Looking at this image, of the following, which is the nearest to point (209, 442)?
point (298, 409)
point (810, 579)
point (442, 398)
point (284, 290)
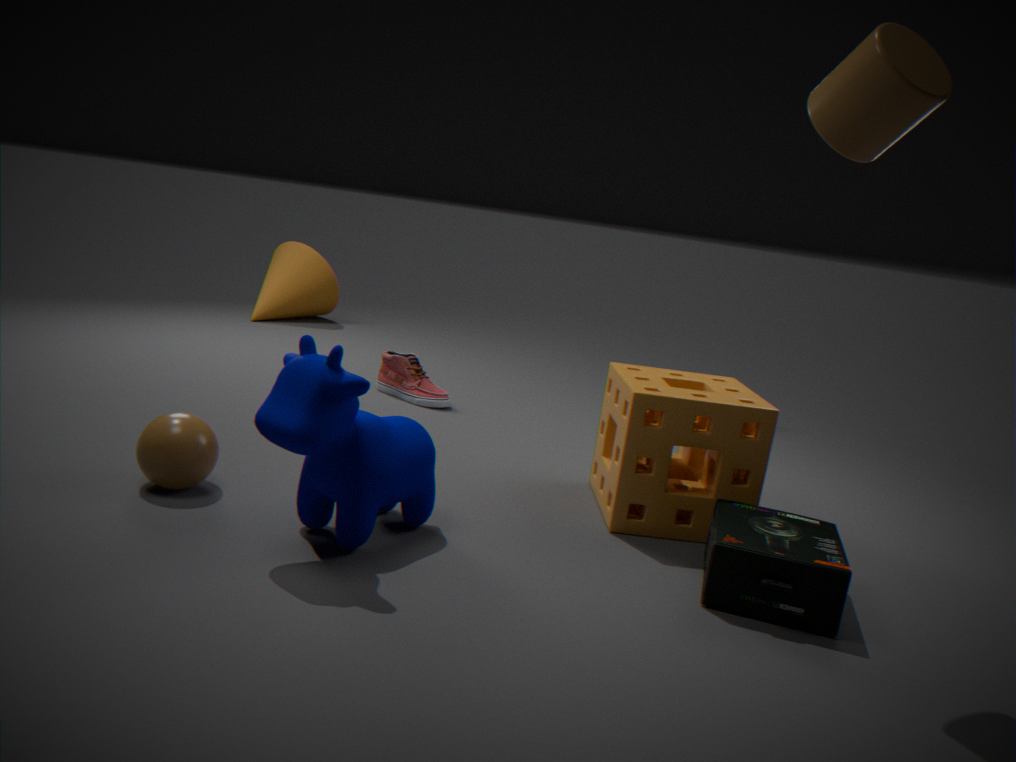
point (298, 409)
